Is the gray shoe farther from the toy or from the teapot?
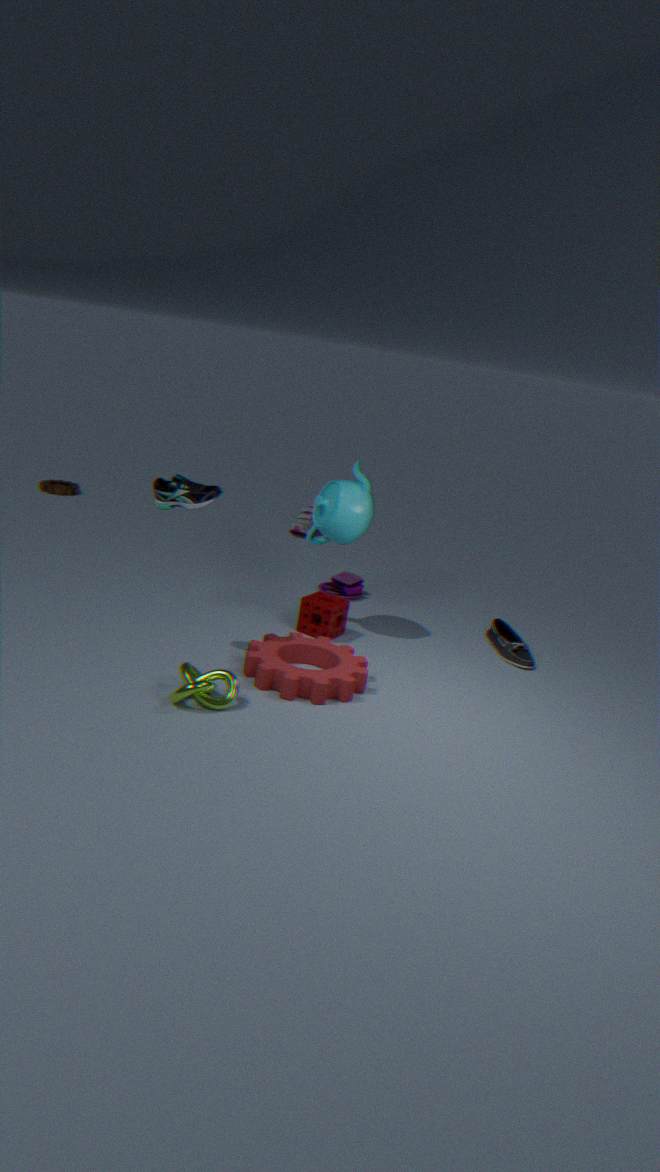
the teapot
